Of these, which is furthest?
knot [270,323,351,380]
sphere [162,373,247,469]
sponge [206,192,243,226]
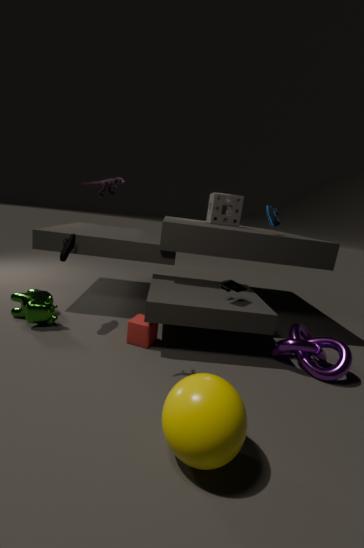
sponge [206,192,243,226]
